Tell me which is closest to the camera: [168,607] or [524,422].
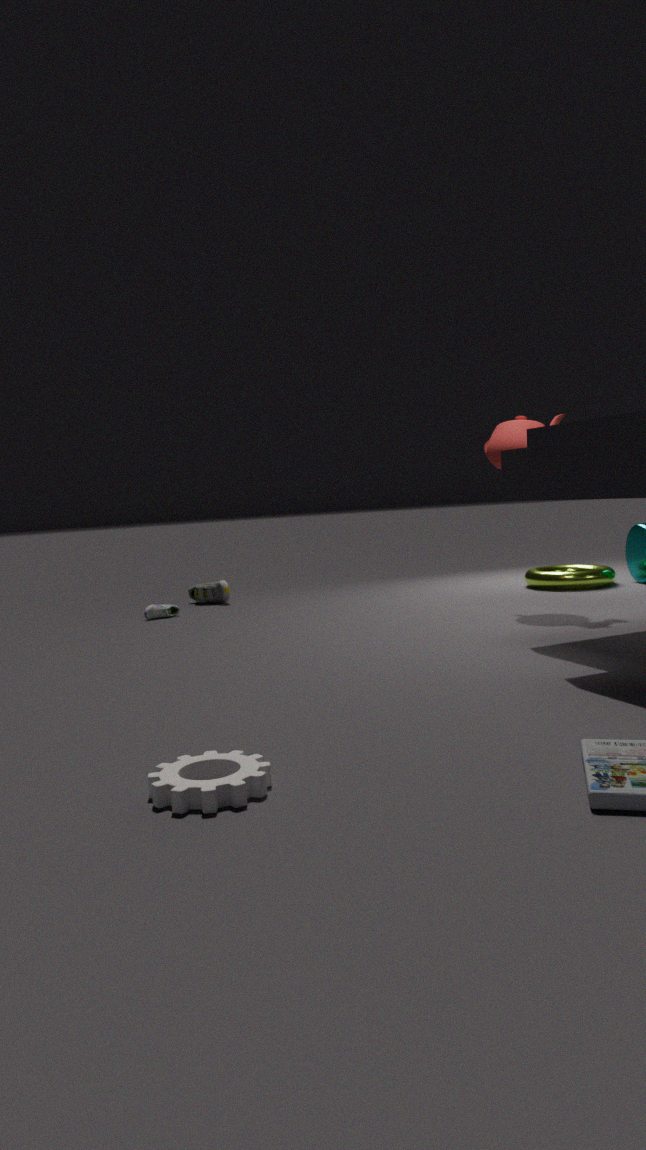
[524,422]
